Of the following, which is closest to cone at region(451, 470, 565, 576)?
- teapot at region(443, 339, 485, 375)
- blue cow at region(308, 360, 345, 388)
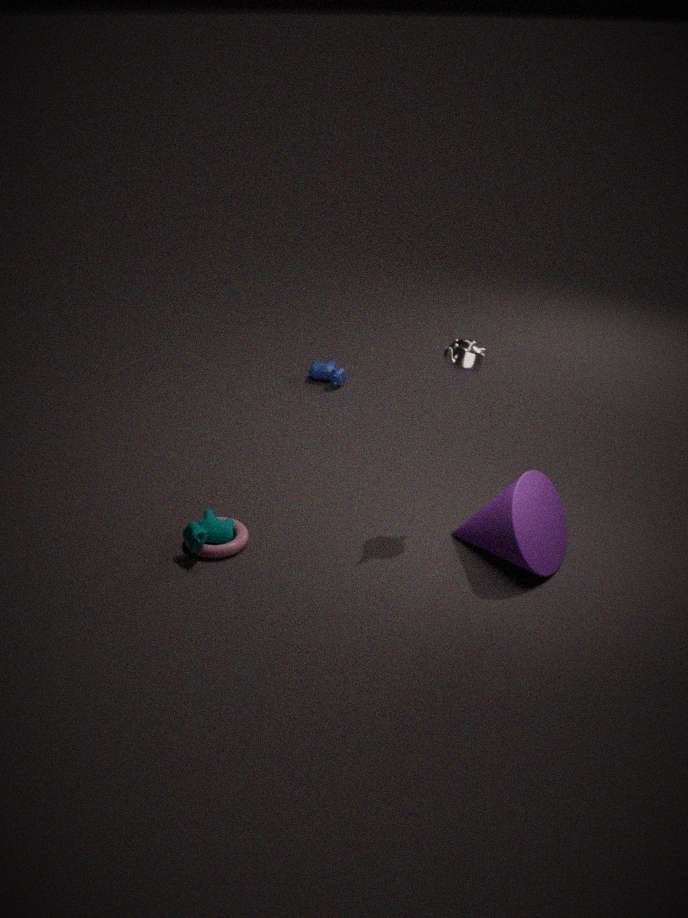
teapot at region(443, 339, 485, 375)
